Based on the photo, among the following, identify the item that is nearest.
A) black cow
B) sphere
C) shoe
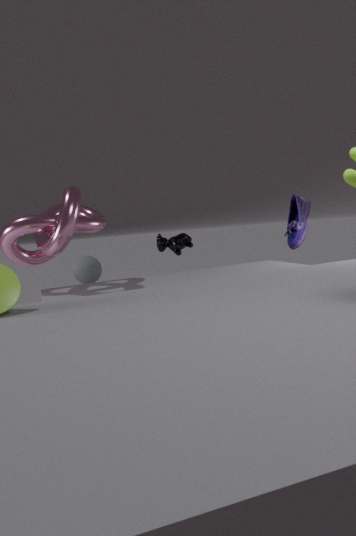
sphere
